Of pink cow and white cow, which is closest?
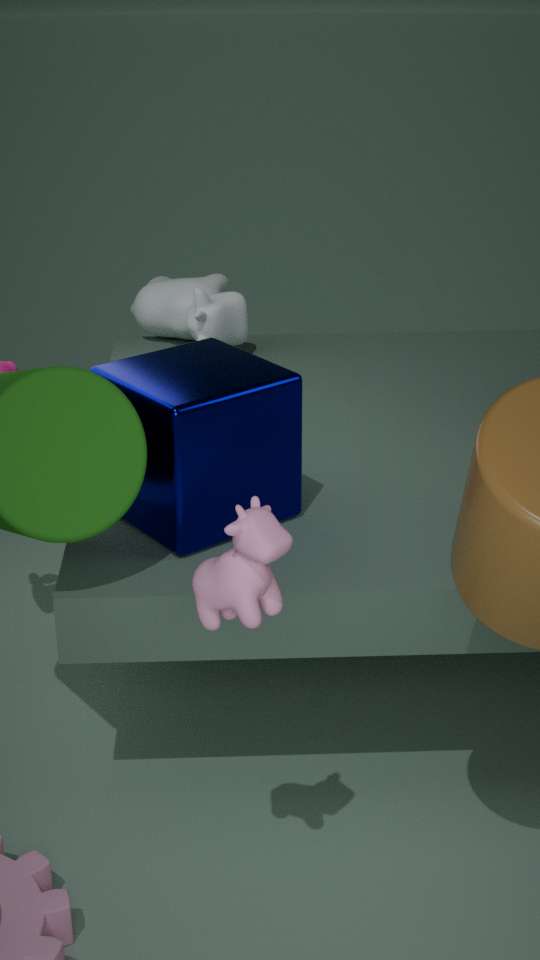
pink cow
